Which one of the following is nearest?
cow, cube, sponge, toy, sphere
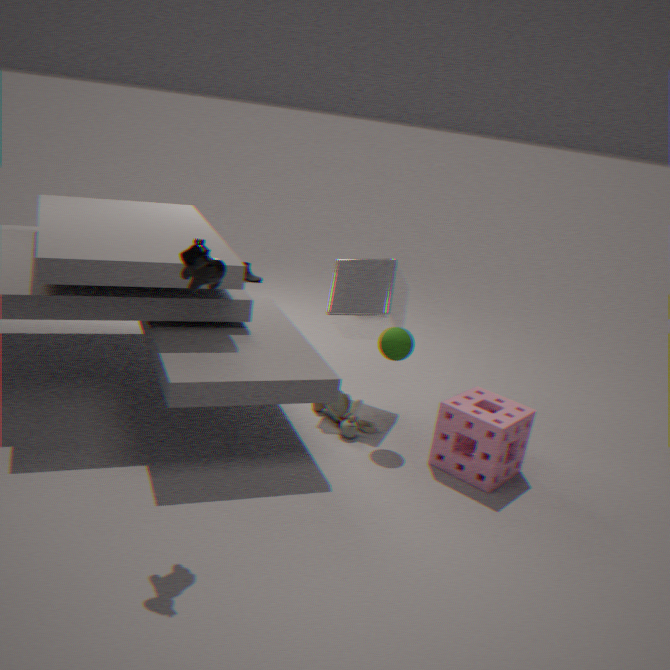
cow
